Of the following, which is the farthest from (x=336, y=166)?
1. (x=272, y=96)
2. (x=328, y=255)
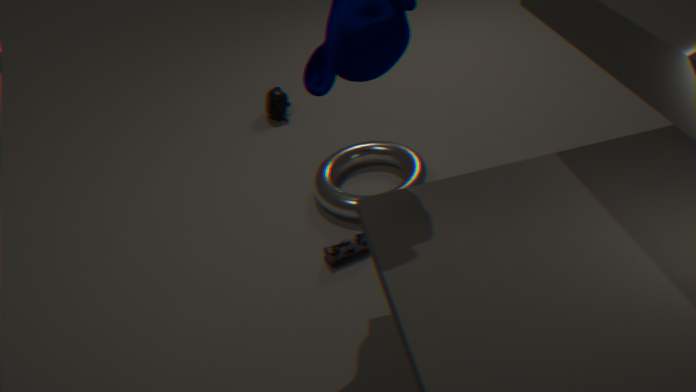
(x=272, y=96)
